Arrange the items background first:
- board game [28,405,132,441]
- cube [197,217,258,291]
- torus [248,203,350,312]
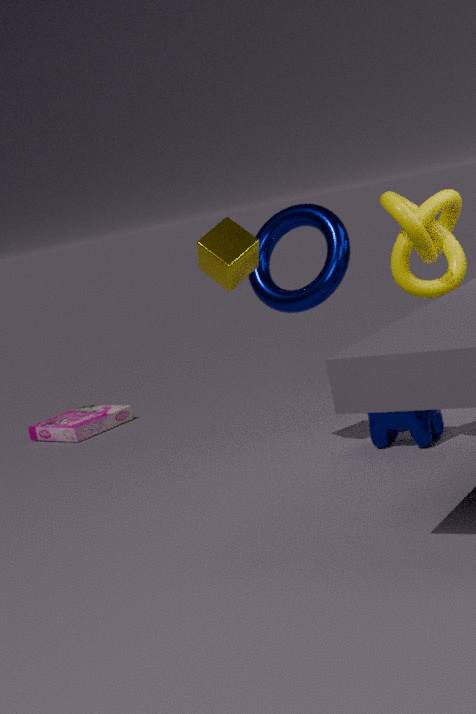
board game [28,405,132,441] → torus [248,203,350,312] → cube [197,217,258,291]
